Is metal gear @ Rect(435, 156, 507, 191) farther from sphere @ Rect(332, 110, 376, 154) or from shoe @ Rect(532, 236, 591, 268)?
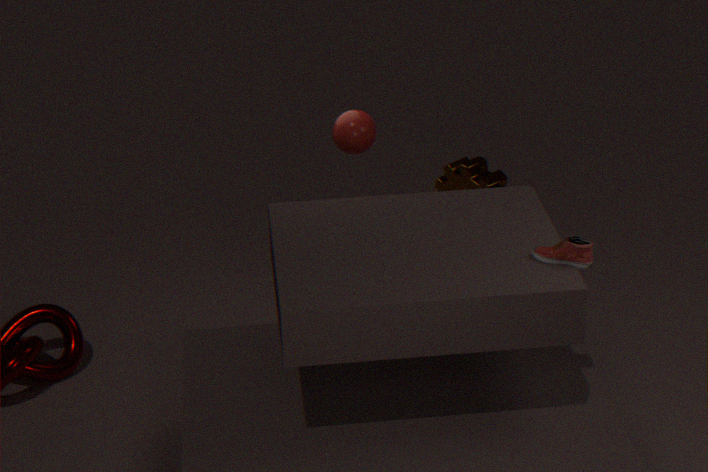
shoe @ Rect(532, 236, 591, 268)
